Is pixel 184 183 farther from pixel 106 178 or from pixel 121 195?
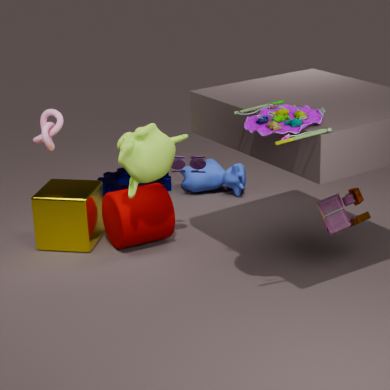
pixel 121 195
